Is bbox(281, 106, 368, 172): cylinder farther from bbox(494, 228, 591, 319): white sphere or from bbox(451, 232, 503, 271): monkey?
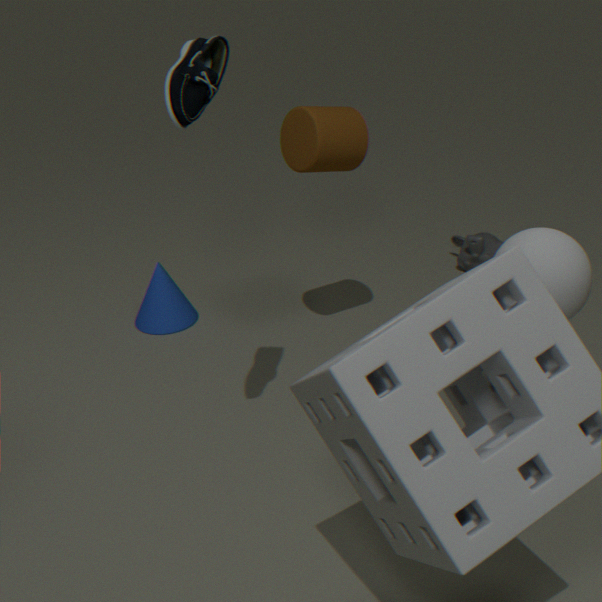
bbox(494, 228, 591, 319): white sphere
